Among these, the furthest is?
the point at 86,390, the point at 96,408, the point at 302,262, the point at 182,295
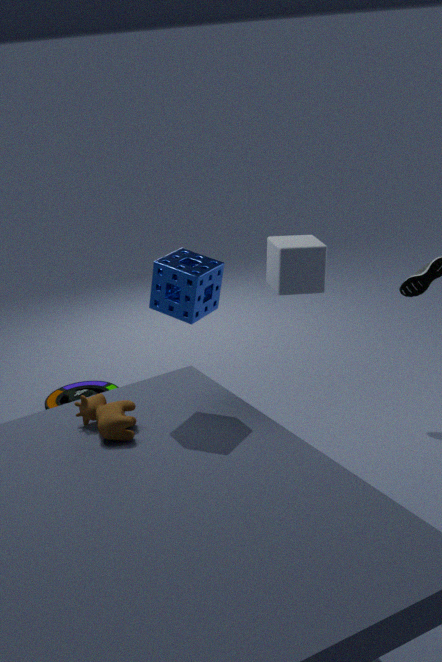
the point at 86,390
